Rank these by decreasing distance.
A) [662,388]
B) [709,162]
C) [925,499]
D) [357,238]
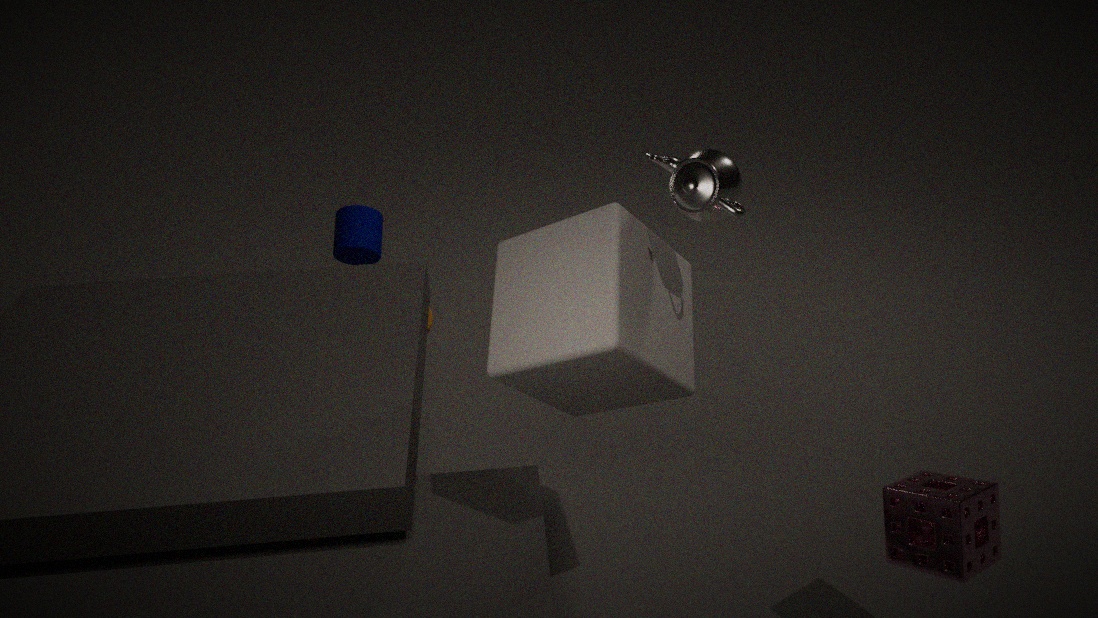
1. [357,238]
2. [662,388]
3. [925,499]
4. [709,162]
